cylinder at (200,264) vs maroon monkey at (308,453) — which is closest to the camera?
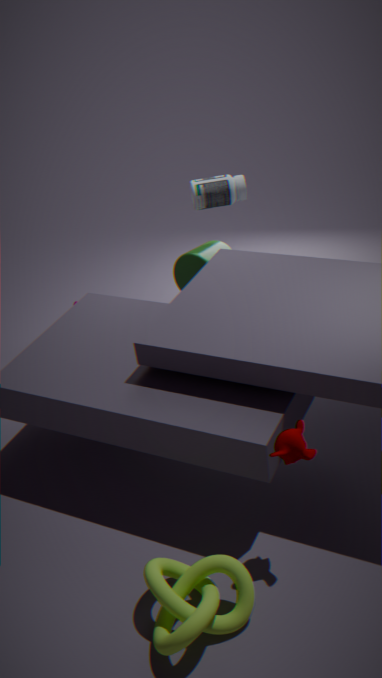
maroon monkey at (308,453)
